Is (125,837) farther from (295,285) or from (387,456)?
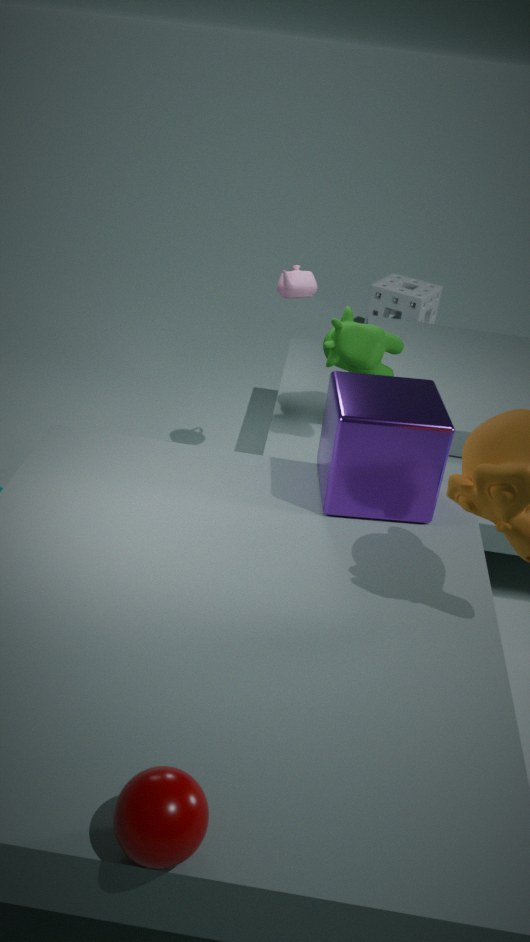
(295,285)
